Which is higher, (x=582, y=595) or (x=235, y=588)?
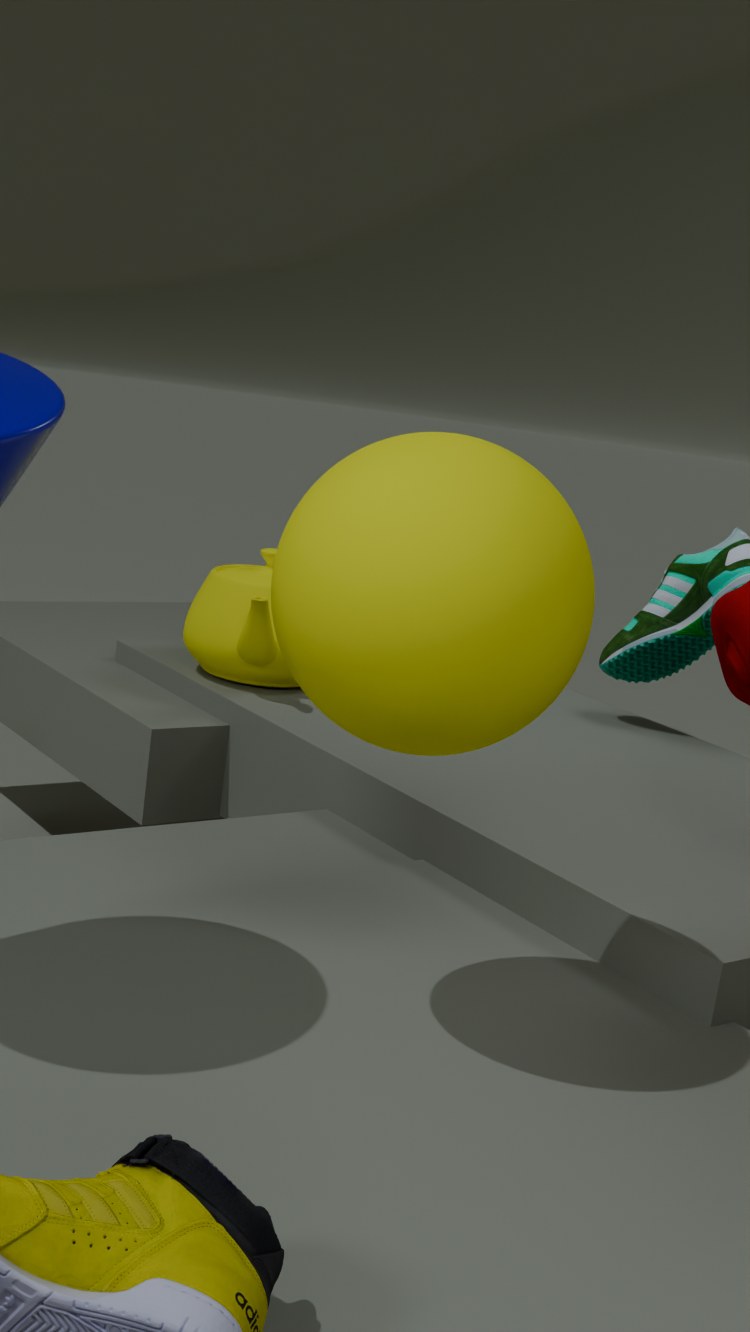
(x=582, y=595)
